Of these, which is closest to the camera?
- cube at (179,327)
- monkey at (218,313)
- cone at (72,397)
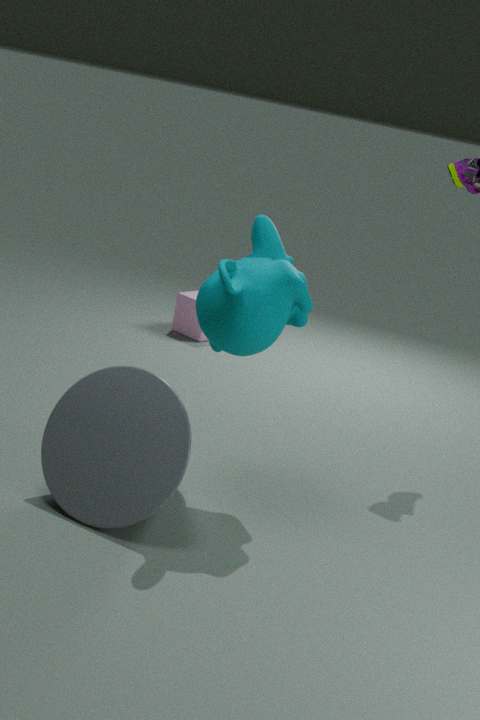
cone at (72,397)
